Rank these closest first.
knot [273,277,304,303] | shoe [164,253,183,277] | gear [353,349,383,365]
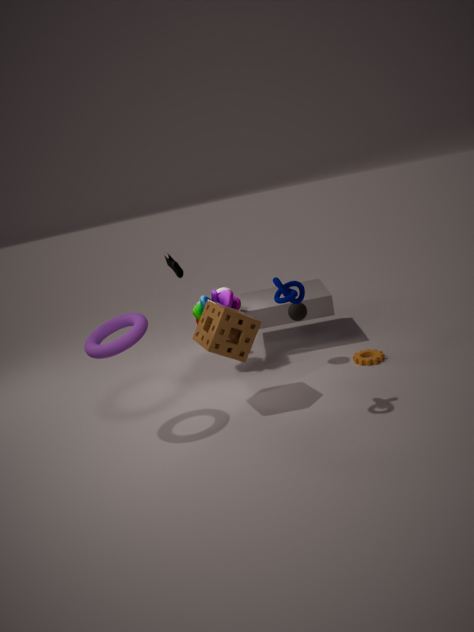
knot [273,277,304,303] → gear [353,349,383,365] → shoe [164,253,183,277]
